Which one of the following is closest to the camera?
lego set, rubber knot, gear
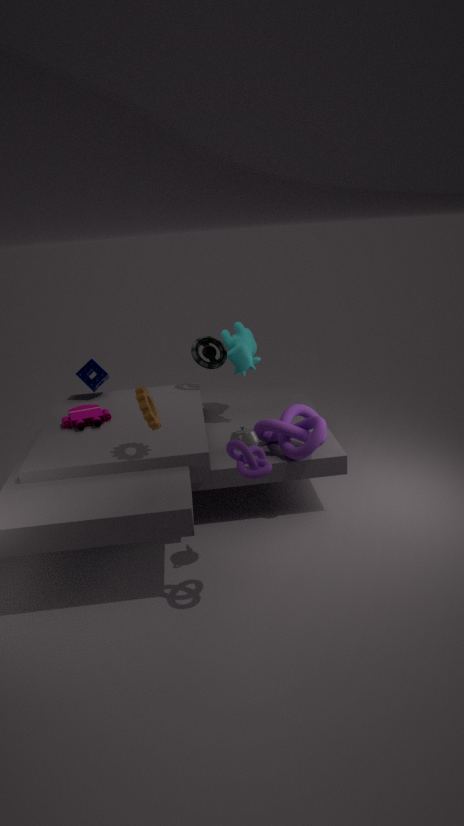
rubber knot
